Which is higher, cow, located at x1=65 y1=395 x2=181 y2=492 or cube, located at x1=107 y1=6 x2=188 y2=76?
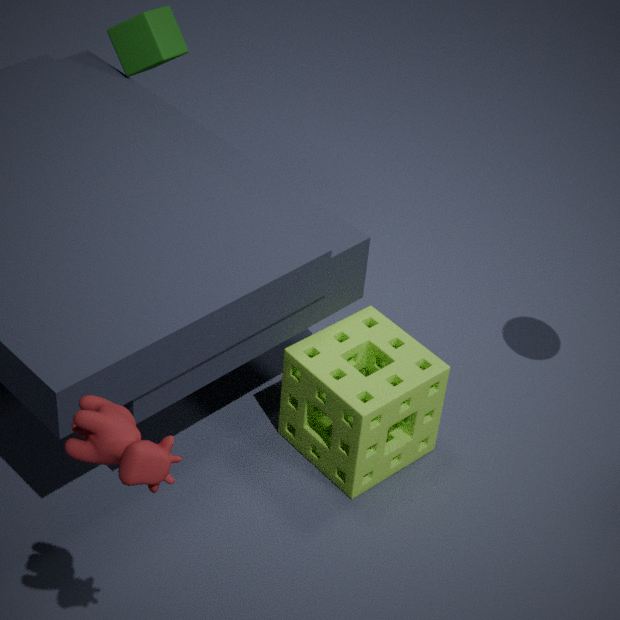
cow, located at x1=65 y1=395 x2=181 y2=492
